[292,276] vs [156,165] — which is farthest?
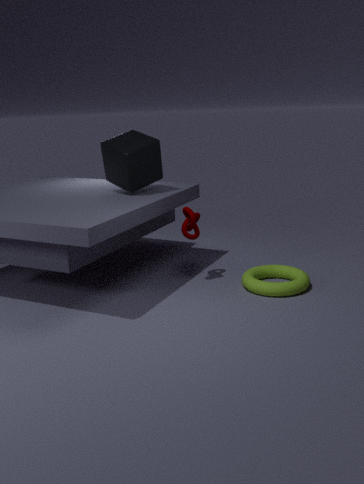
[156,165]
